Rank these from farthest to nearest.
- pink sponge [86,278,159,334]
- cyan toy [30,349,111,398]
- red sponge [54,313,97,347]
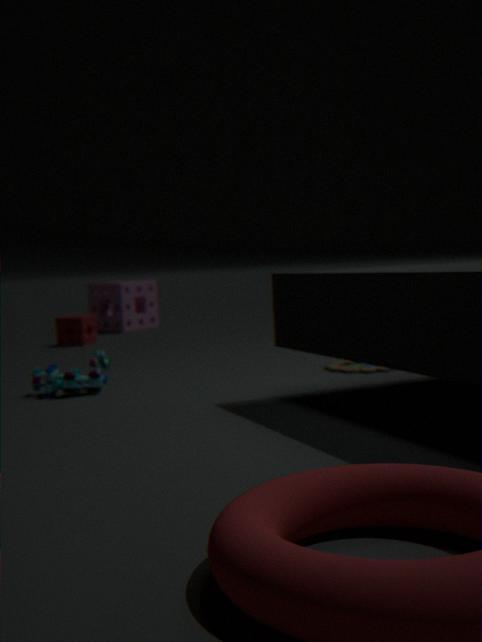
pink sponge [86,278,159,334] < red sponge [54,313,97,347] < cyan toy [30,349,111,398]
